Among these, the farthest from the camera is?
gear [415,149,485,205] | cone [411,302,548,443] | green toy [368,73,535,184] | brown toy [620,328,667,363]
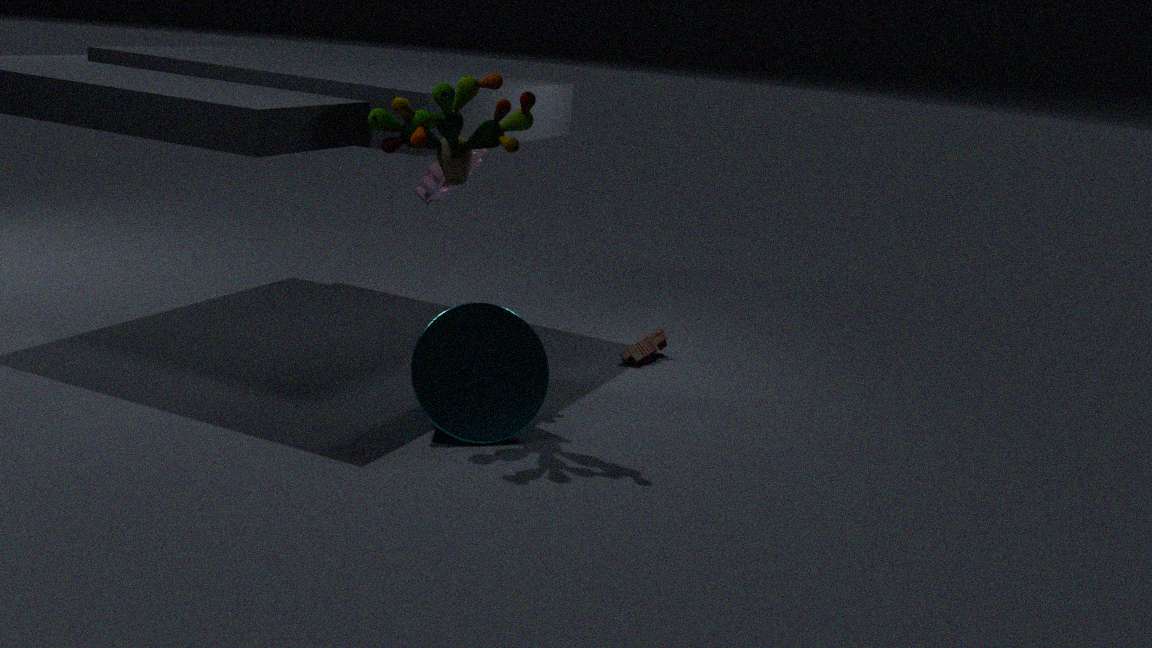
brown toy [620,328,667,363]
